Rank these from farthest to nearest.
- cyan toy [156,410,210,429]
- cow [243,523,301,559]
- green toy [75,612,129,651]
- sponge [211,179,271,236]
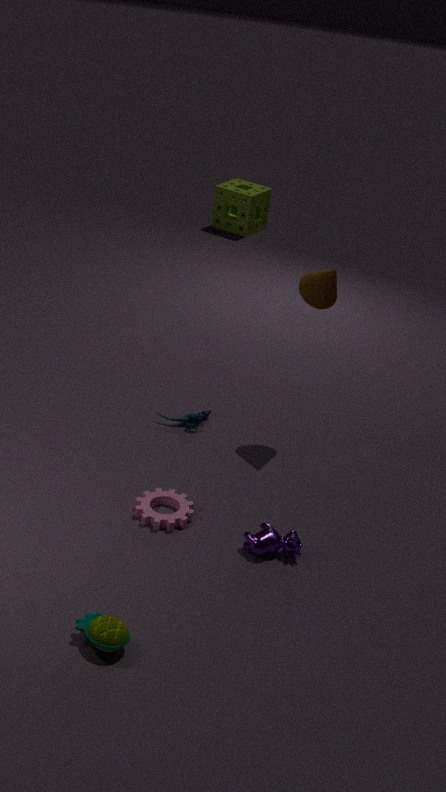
sponge [211,179,271,236]
cyan toy [156,410,210,429]
cow [243,523,301,559]
green toy [75,612,129,651]
